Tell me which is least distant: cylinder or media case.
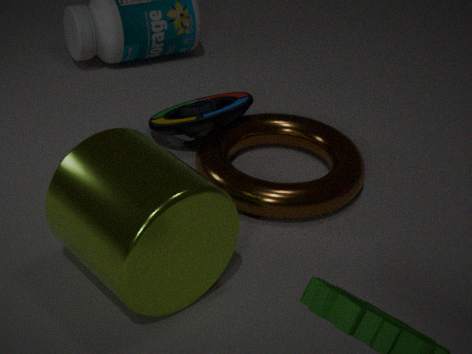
cylinder
